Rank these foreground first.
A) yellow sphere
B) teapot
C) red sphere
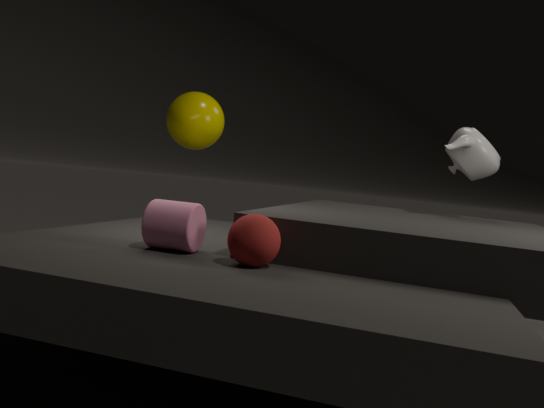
C. red sphere
B. teapot
A. yellow sphere
